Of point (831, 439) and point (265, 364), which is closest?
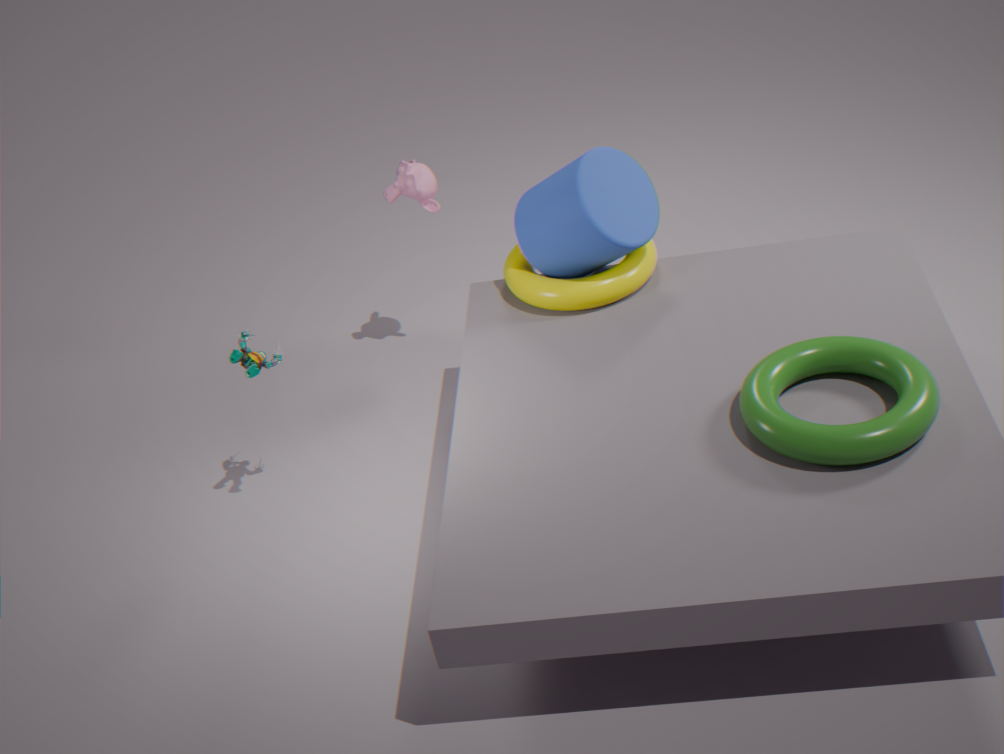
point (831, 439)
